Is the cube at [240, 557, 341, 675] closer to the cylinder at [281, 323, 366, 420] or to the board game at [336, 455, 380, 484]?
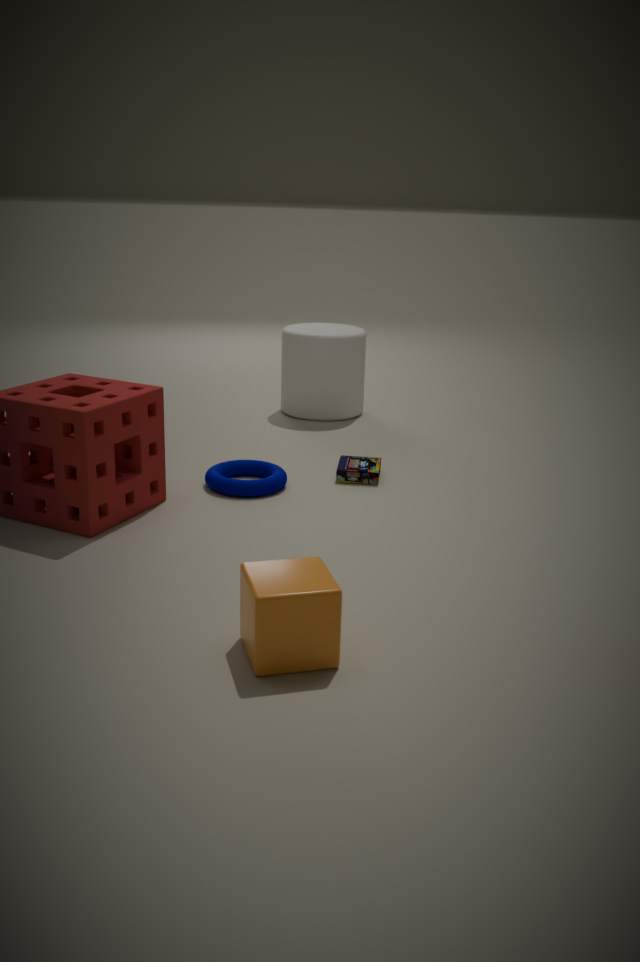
the board game at [336, 455, 380, 484]
